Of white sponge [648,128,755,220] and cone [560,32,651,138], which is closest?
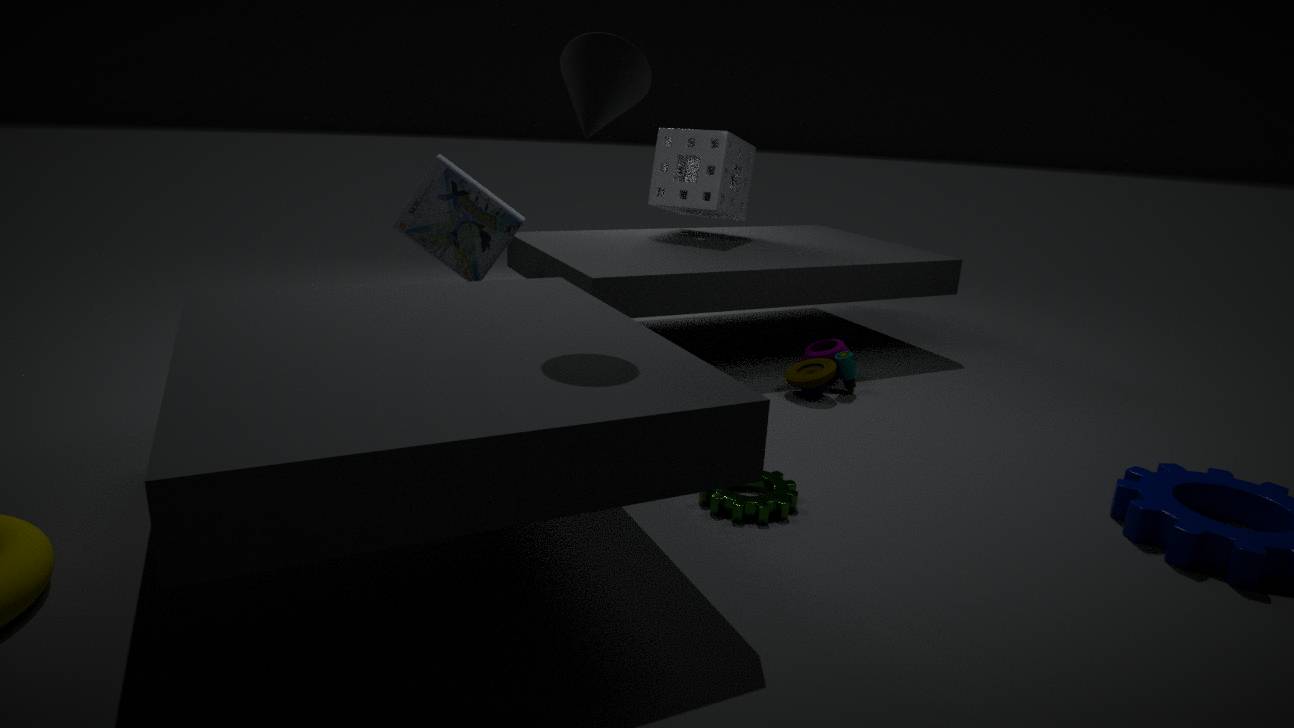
cone [560,32,651,138]
